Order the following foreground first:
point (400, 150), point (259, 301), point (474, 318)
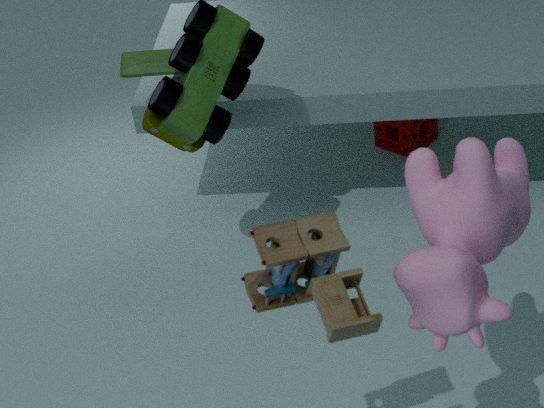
point (474, 318)
point (259, 301)
point (400, 150)
